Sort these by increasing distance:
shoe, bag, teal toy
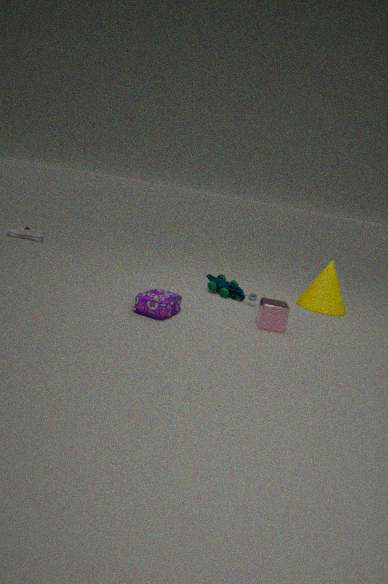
bag, teal toy, shoe
